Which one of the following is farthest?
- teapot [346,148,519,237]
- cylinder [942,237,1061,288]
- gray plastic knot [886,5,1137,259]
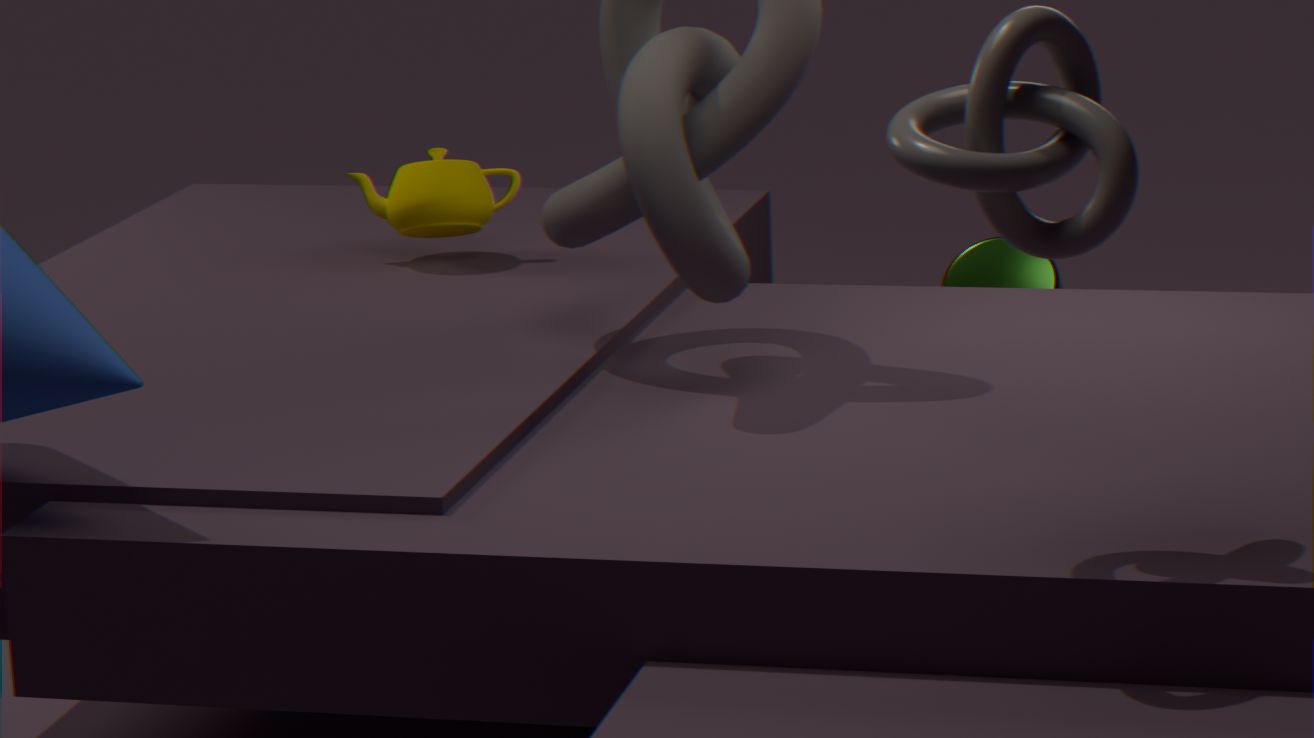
cylinder [942,237,1061,288]
